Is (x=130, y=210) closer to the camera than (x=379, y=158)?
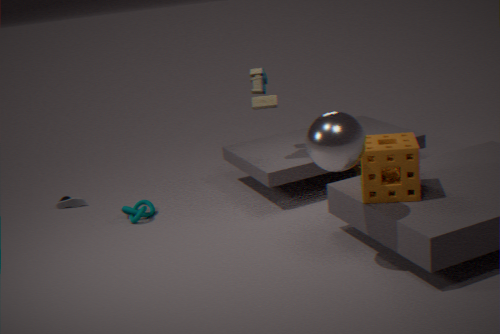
No
